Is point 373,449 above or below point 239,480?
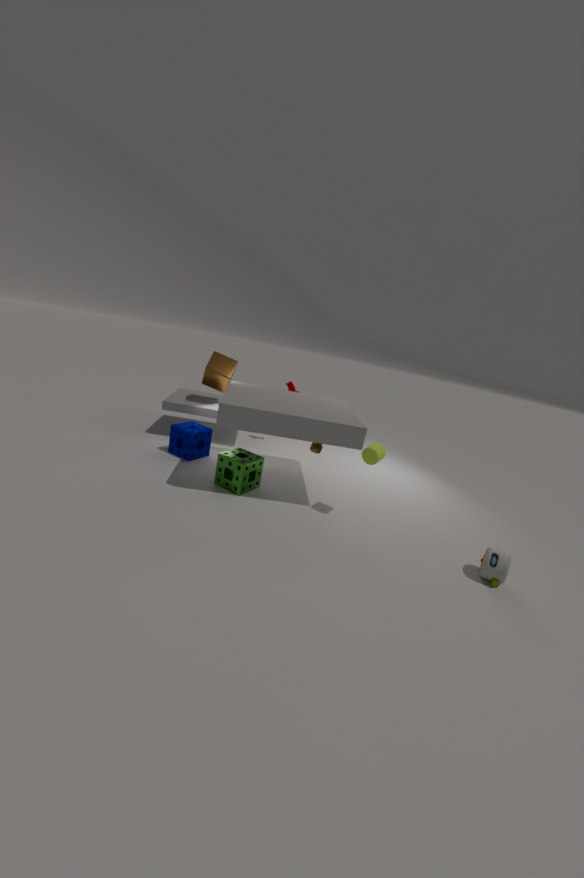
above
